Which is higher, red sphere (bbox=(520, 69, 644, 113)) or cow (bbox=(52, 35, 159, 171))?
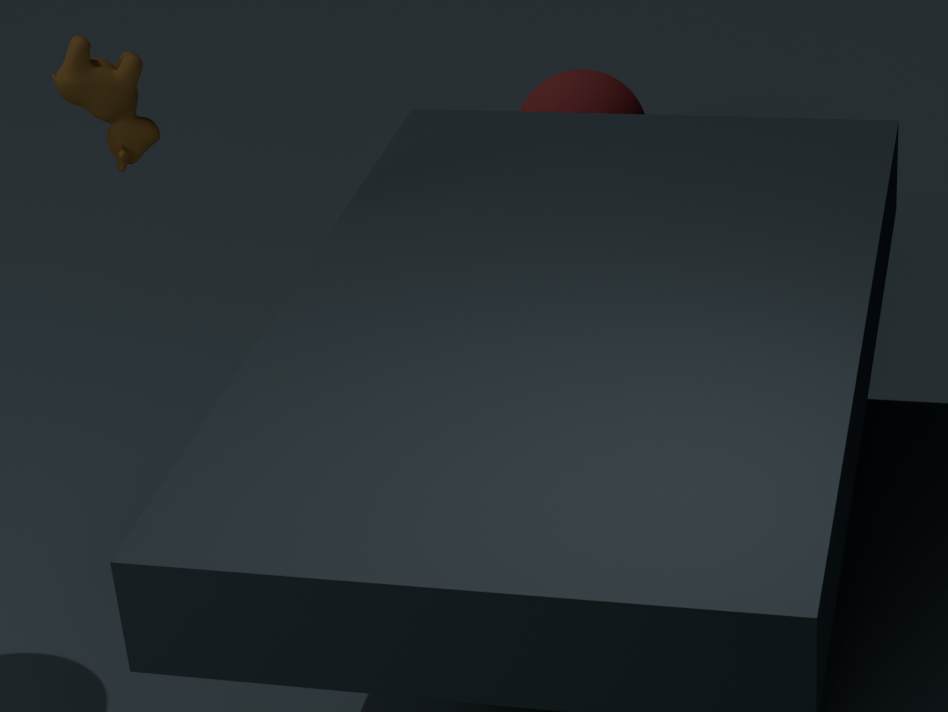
cow (bbox=(52, 35, 159, 171))
